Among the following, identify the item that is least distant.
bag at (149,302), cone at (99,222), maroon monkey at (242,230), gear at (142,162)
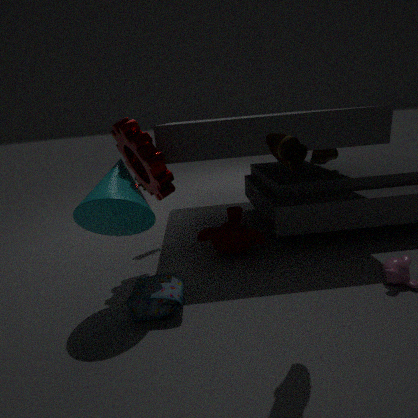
cone at (99,222)
